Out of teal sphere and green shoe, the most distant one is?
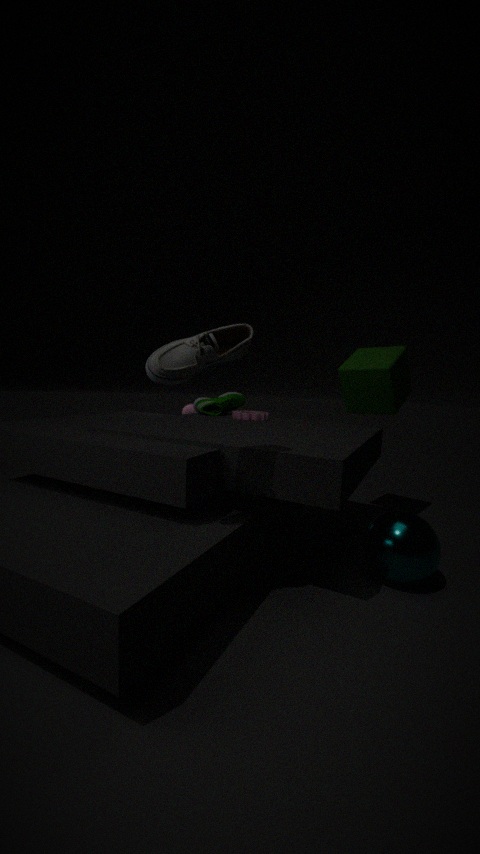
green shoe
